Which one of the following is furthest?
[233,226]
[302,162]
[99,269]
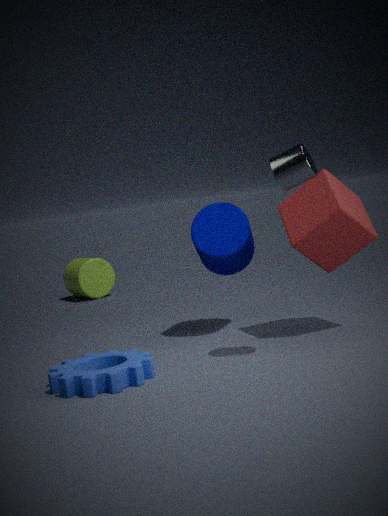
[99,269]
